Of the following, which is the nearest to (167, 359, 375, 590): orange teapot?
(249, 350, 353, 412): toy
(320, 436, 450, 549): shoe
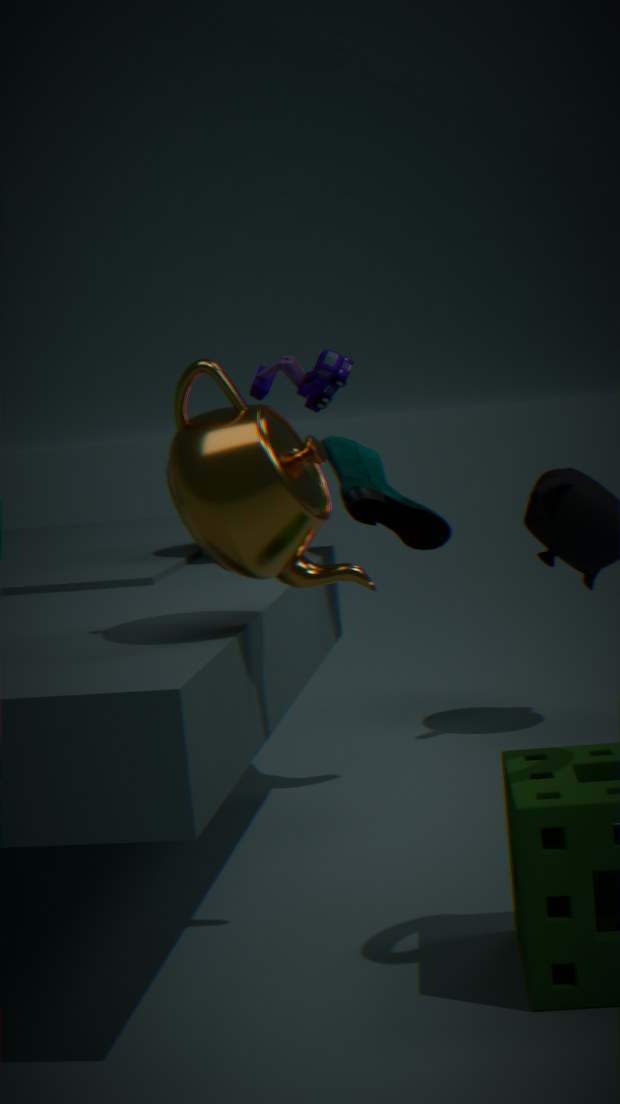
(249, 350, 353, 412): toy
